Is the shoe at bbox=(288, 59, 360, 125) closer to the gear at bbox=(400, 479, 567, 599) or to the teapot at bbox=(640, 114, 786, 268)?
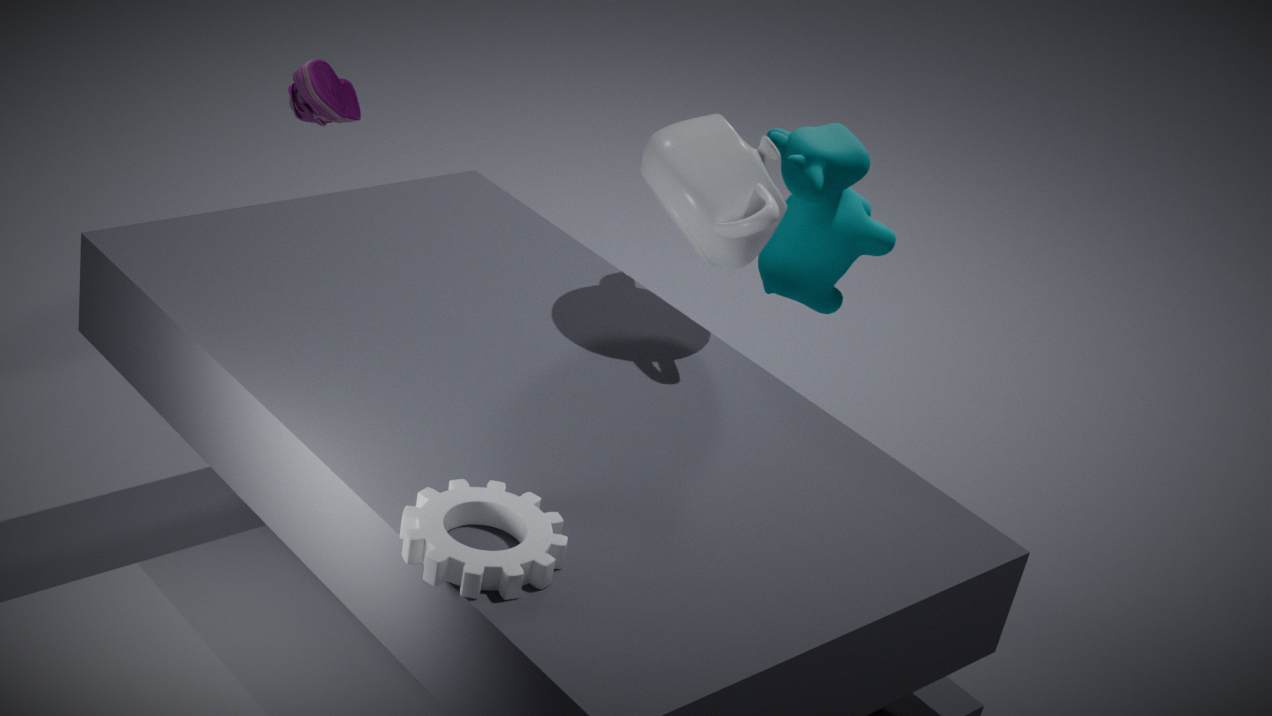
the teapot at bbox=(640, 114, 786, 268)
